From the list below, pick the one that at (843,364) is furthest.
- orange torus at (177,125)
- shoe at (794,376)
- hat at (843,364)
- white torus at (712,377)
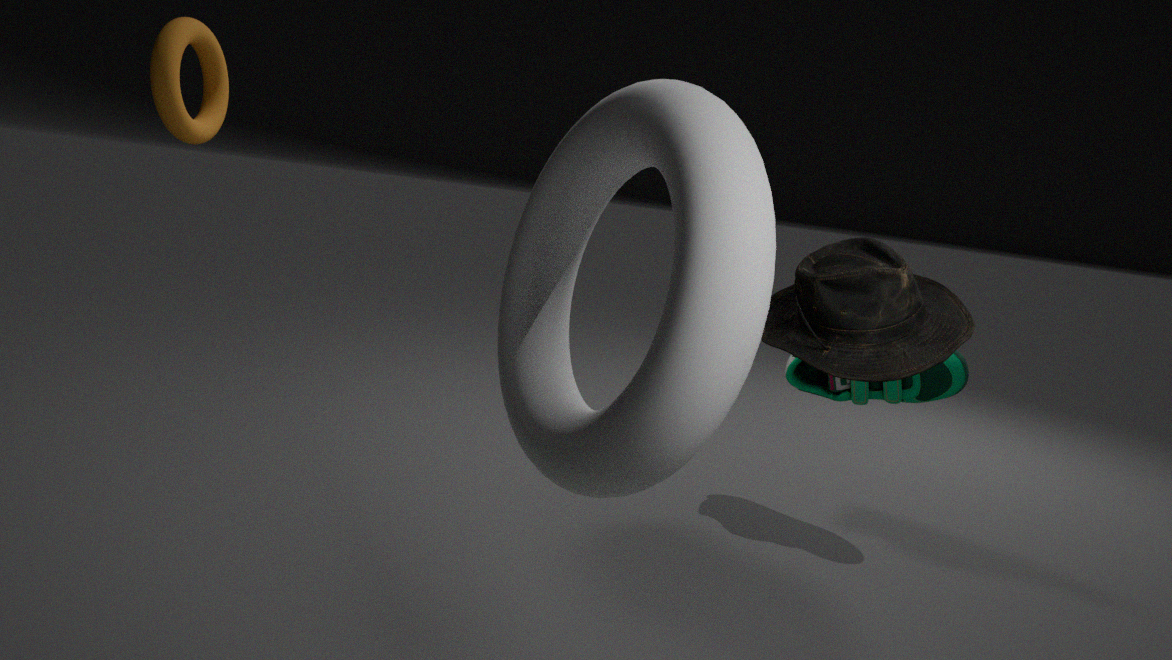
shoe at (794,376)
